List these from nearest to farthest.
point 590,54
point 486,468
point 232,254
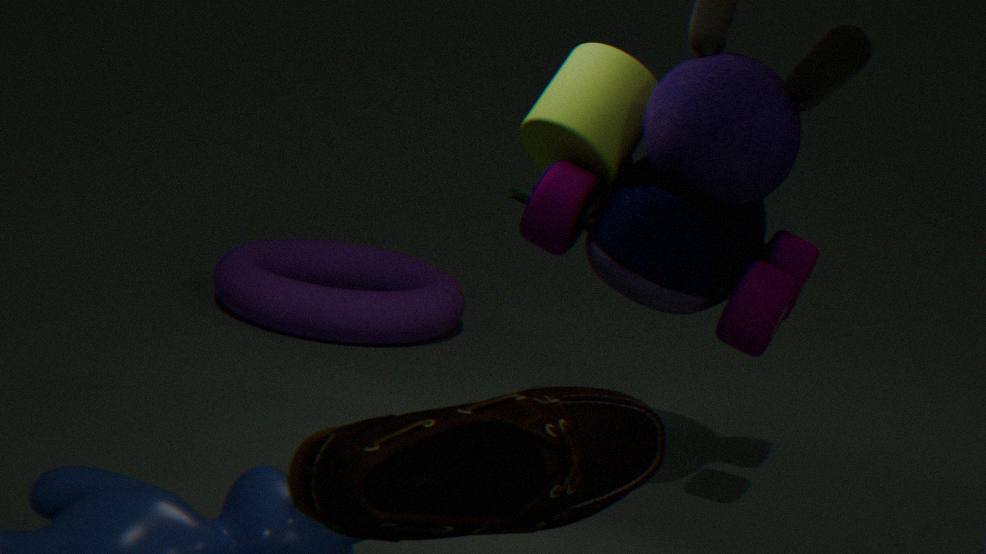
point 486,468
point 590,54
point 232,254
